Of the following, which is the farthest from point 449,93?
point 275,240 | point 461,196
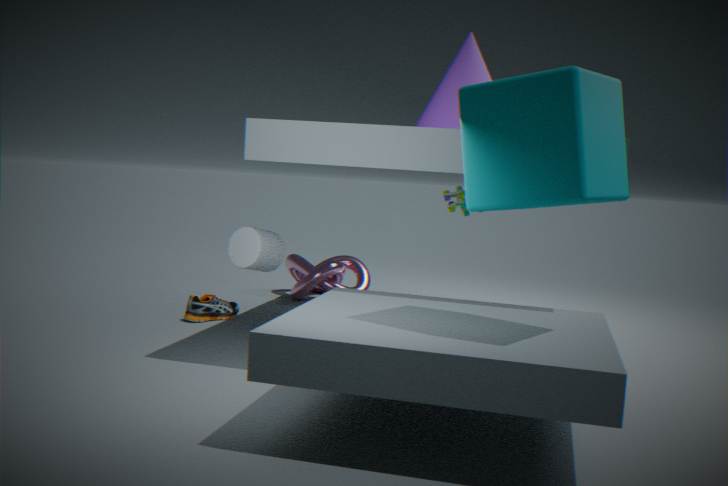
point 275,240
